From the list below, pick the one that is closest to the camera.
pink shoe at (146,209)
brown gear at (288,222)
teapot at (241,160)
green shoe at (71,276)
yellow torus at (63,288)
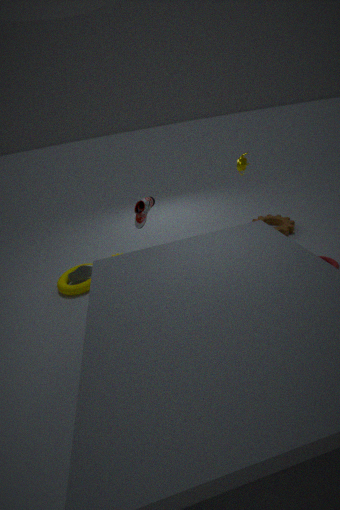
yellow torus at (63,288)
